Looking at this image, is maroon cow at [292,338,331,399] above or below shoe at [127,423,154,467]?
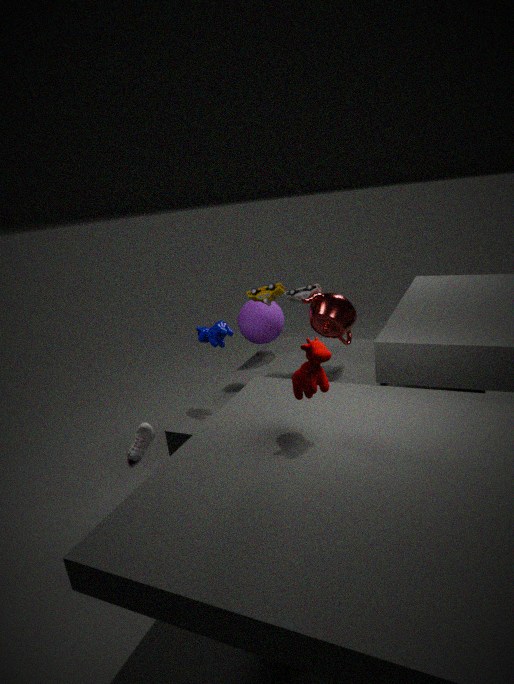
above
